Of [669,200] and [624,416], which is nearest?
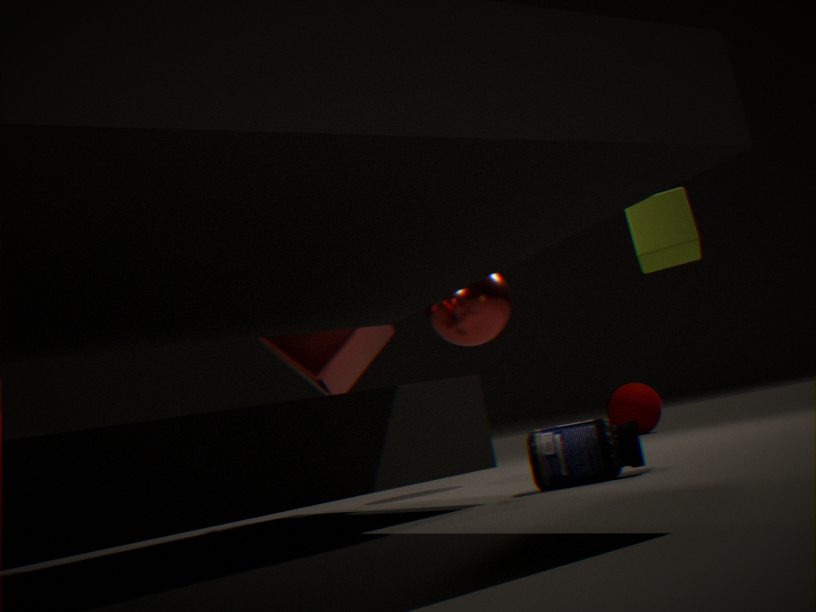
[669,200]
